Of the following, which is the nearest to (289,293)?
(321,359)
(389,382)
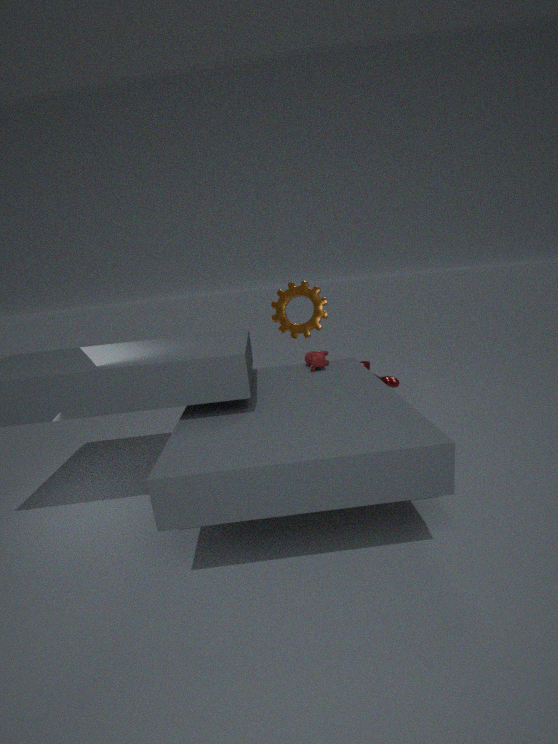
(389,382)
